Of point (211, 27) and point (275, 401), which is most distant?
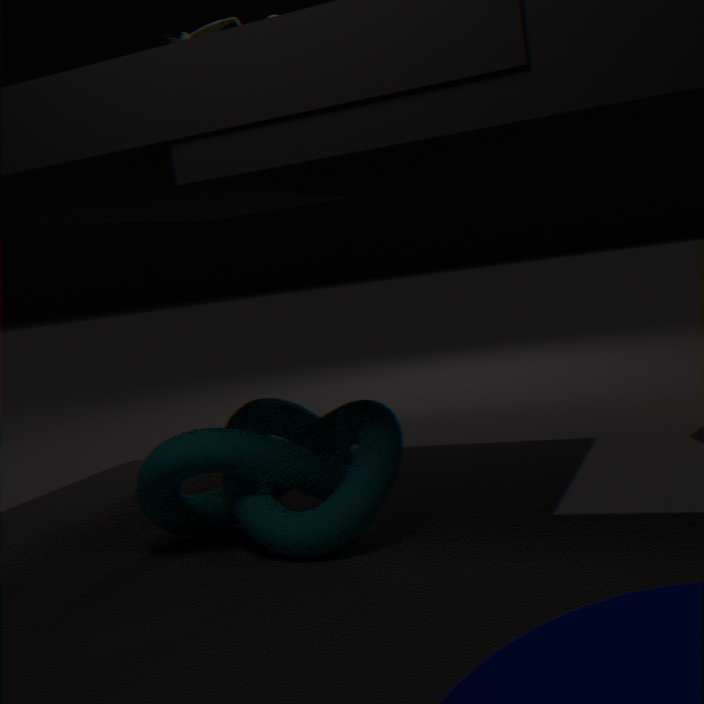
point (275, 401)
